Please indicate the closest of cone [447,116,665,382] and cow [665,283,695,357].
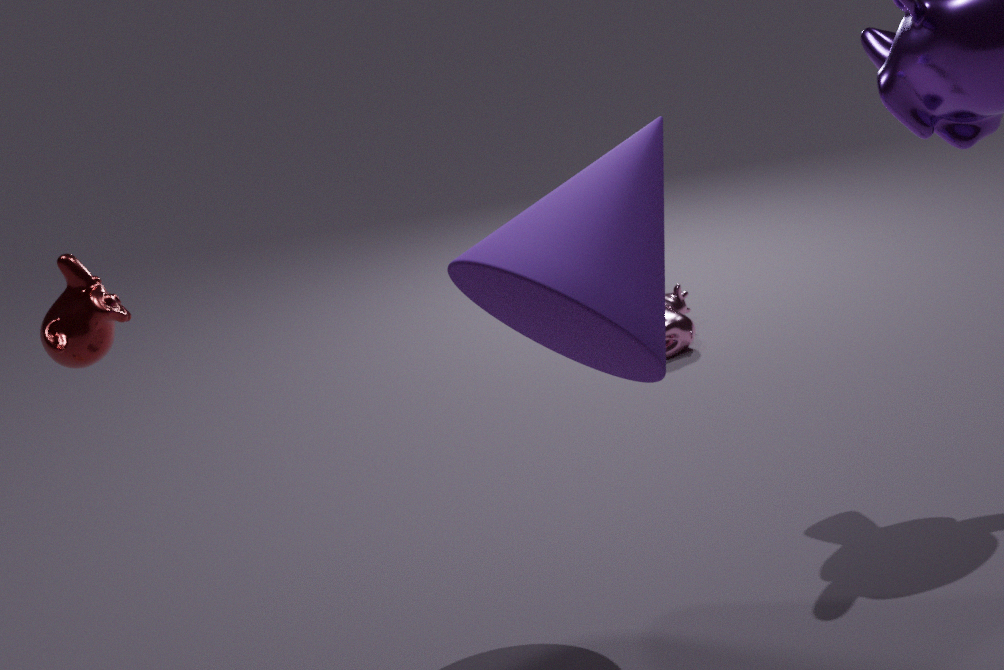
cone [447,116,665,382]
